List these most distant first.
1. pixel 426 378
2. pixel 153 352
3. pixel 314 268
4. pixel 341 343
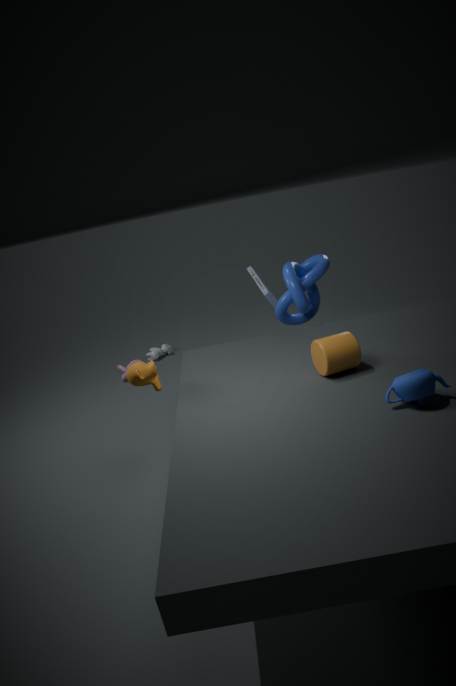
pixel 153 352 → pixel 314 268 → pixel 341 343 → pixel 426 378
